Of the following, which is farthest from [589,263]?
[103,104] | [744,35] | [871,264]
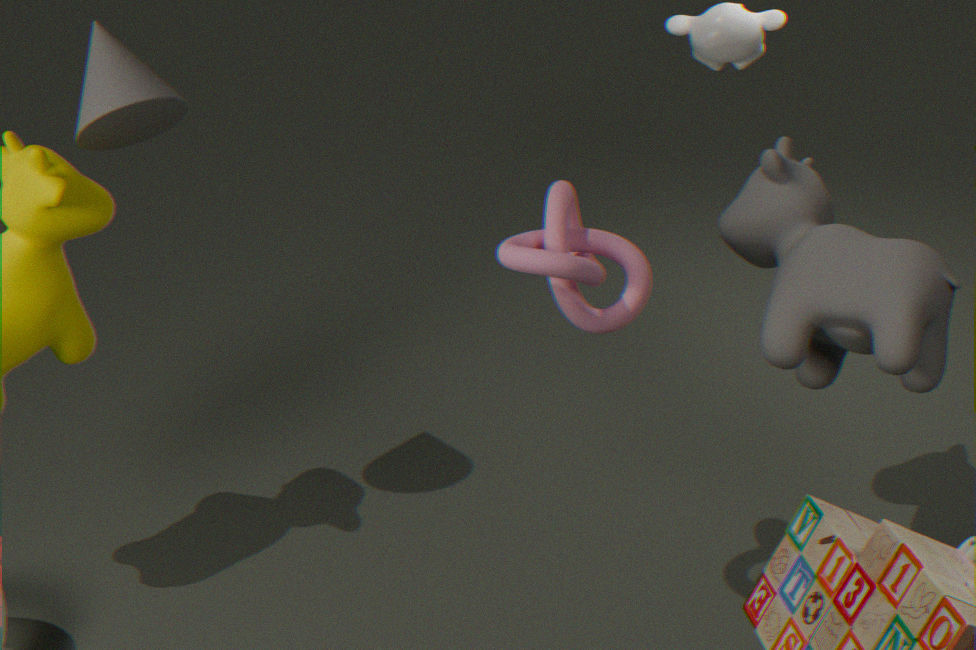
[744,35]
